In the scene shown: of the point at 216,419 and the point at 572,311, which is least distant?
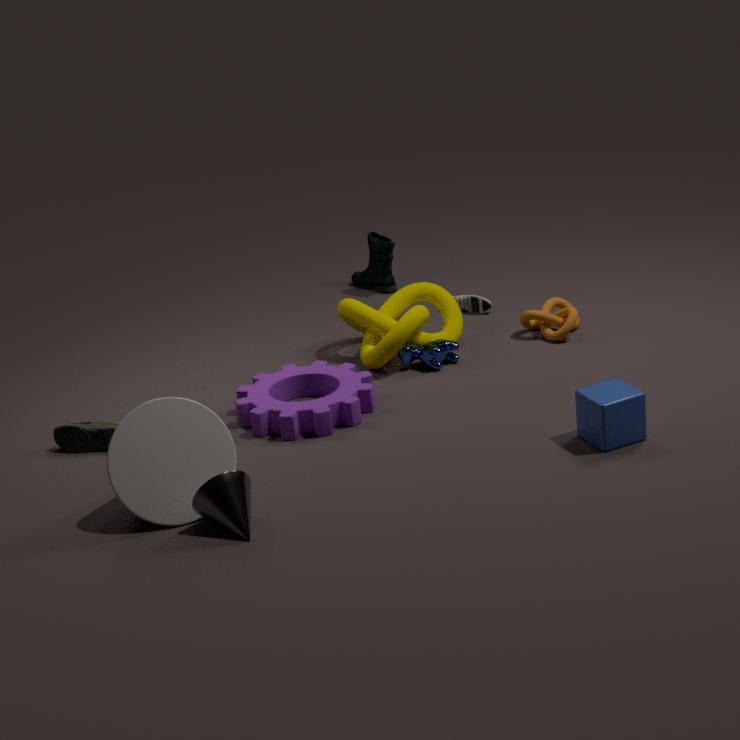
the point at 216,419
